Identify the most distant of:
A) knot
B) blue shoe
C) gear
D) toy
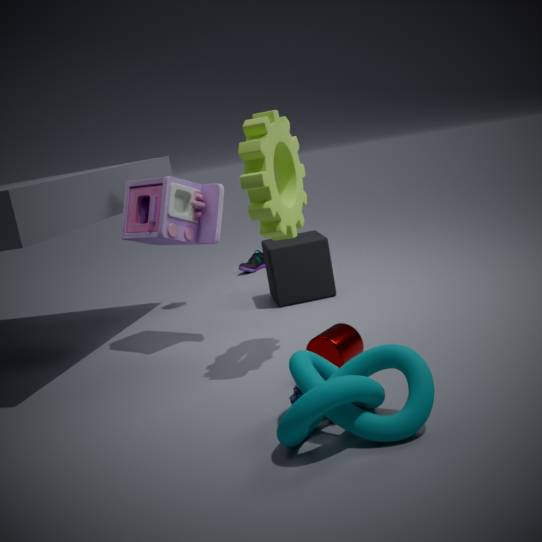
blue shoe
